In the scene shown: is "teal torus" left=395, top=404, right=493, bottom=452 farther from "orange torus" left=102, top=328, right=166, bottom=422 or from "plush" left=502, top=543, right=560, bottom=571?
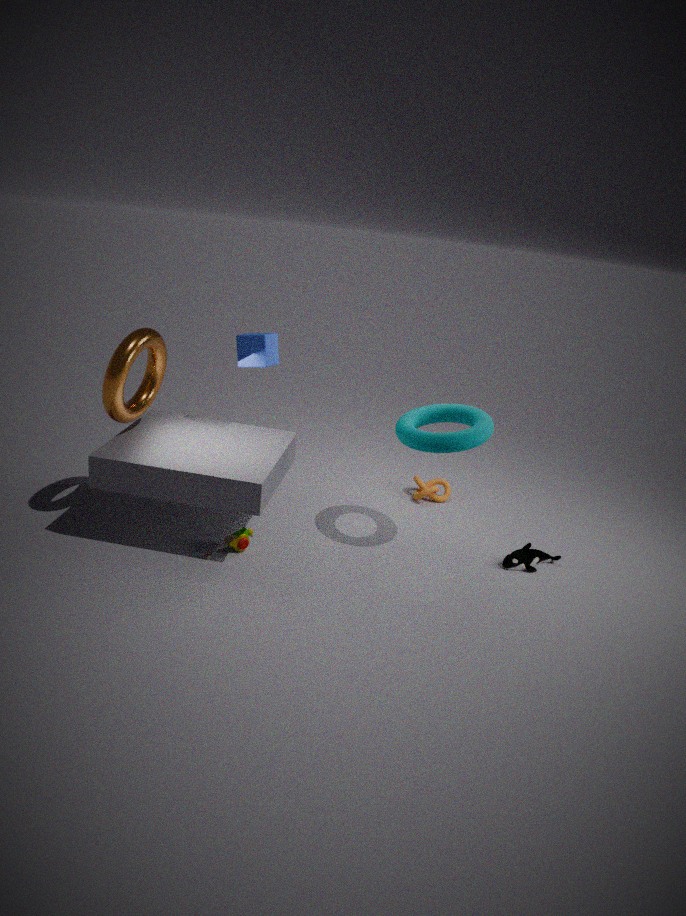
"orange torus" left=102, top=328, right=166, bottom=422
